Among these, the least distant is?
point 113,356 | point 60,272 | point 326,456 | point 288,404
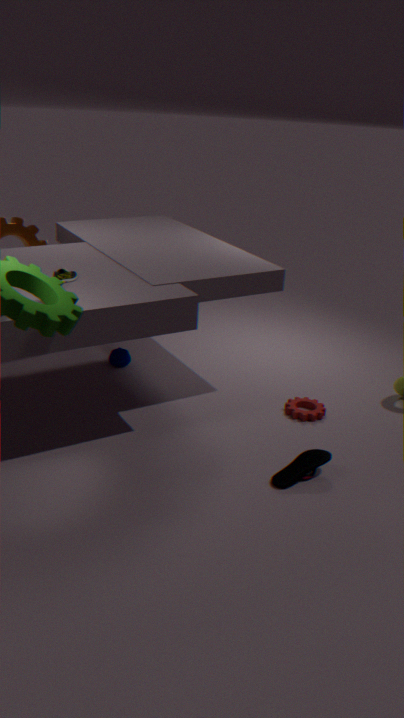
point 326,456
